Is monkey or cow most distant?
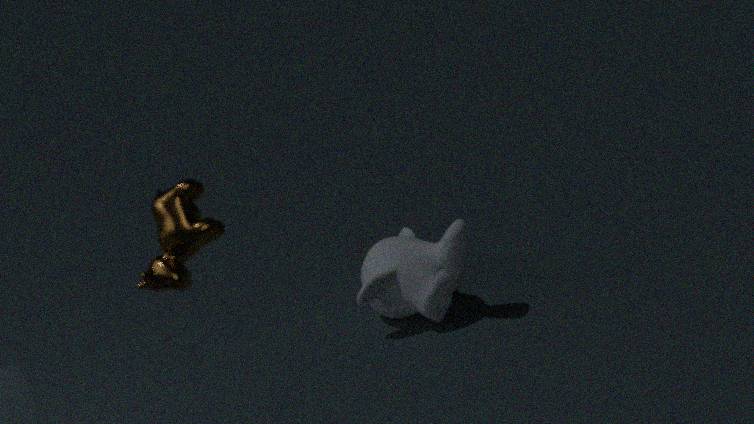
monkey
